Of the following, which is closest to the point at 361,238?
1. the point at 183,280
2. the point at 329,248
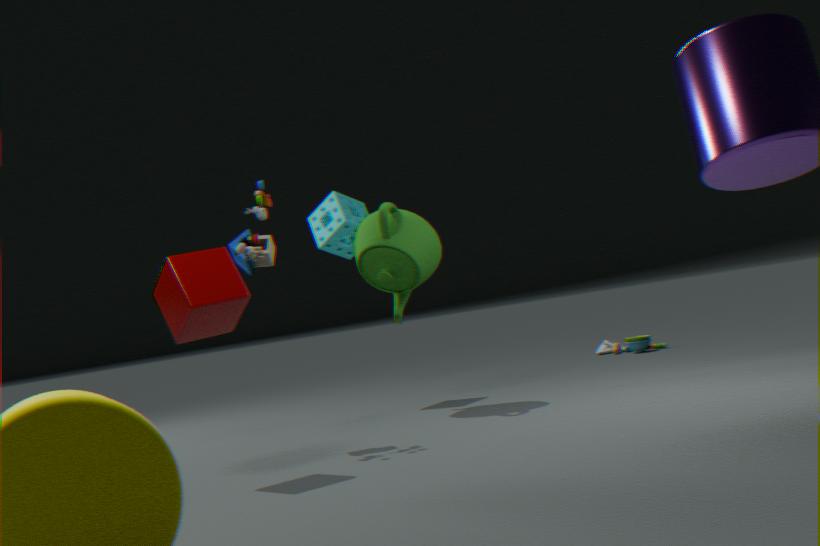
the point at 329,248
